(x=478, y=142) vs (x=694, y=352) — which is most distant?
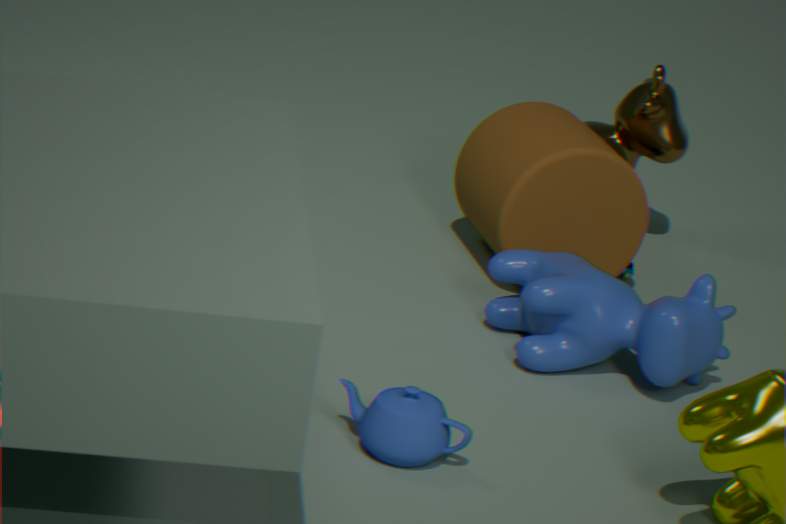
(x=478, y=142)
